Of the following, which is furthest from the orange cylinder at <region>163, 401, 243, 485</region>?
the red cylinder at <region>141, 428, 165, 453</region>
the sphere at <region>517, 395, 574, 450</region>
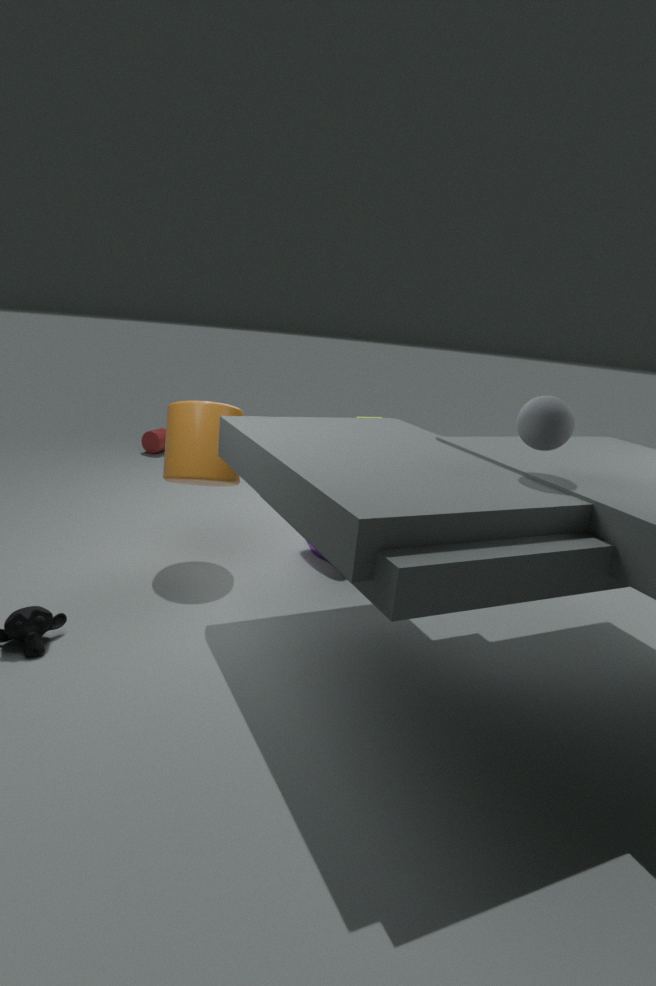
the red cylinder at <region>141, 428, 165, 453</region>
